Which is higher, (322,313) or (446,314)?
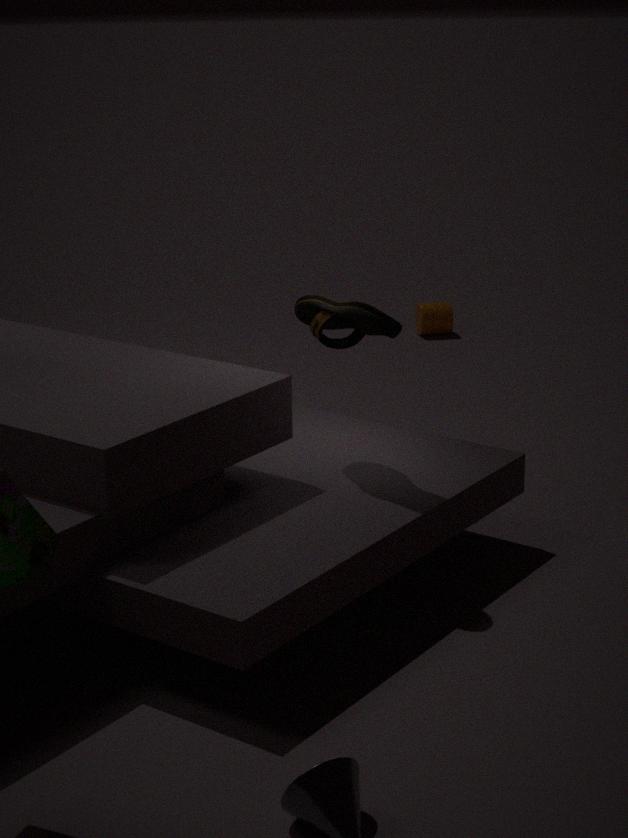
(322,313)
